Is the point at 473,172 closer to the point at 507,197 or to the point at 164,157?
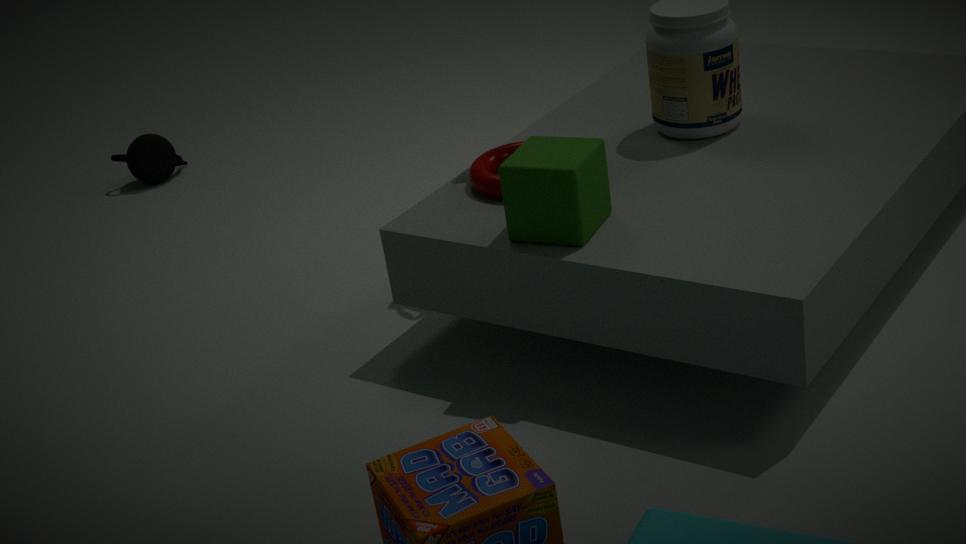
the point at 507,197
